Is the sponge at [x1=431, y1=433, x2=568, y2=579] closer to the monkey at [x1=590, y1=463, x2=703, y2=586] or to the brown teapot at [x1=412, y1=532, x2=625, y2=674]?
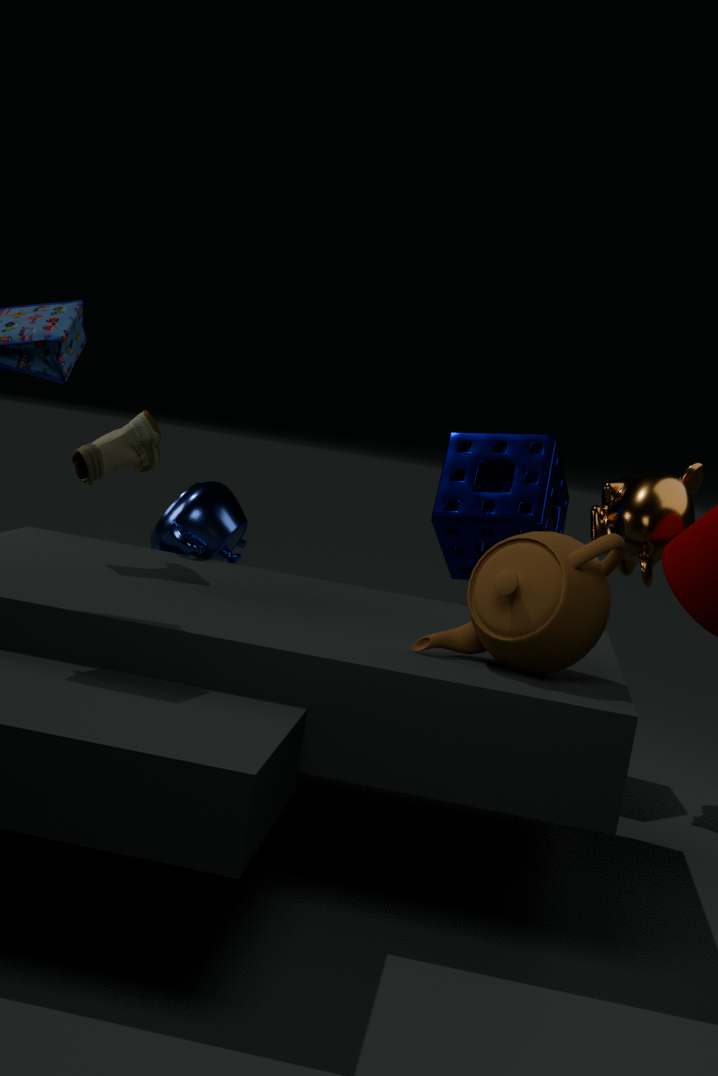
the monkey at [x1=590, y1=463, x2=703, y2=586]
